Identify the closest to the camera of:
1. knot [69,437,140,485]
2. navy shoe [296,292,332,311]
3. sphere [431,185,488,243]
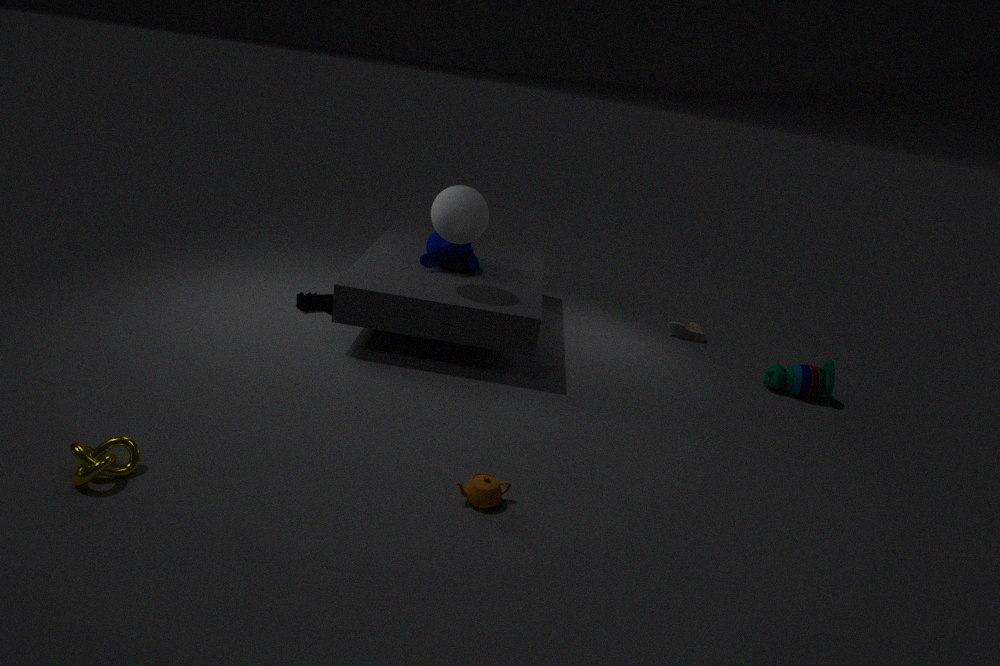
knot [69,437,140,485]
